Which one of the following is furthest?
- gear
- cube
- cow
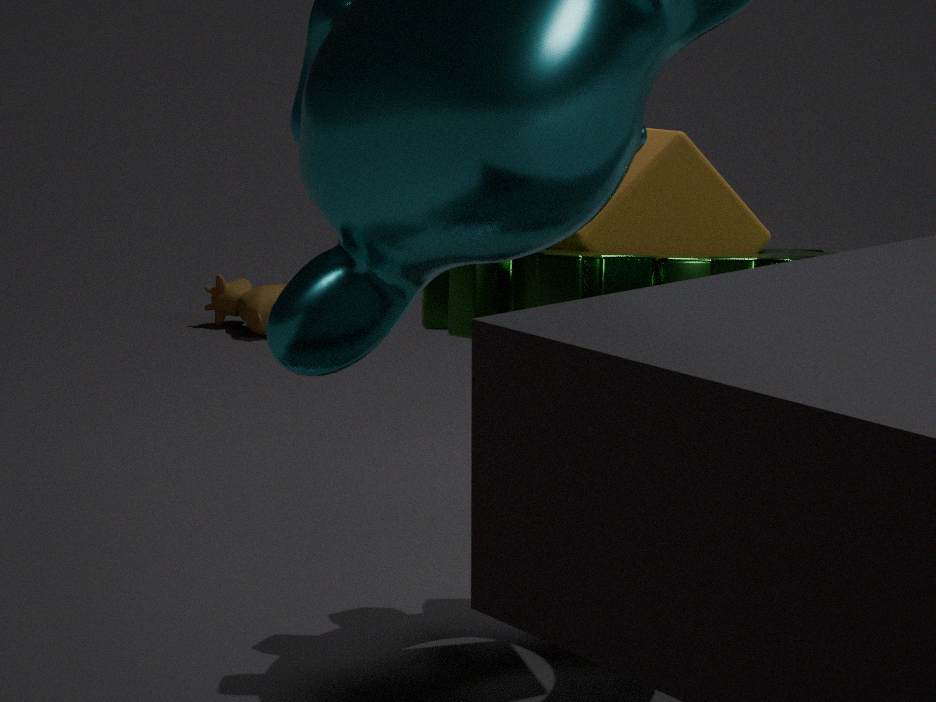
cow
